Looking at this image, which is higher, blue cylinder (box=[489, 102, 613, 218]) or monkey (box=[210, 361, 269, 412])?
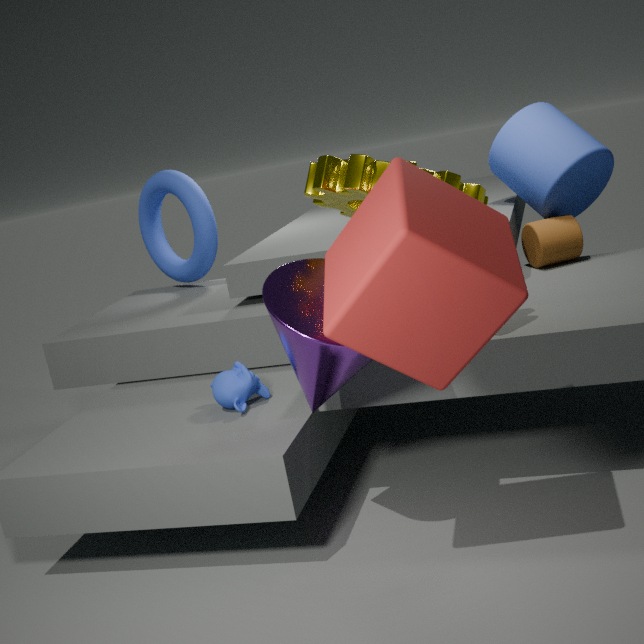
blue cylinder (box=[489, 102, 613, 218])
